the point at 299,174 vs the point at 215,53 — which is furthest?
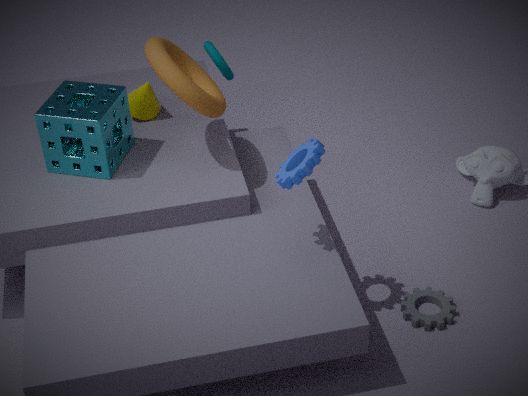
the point at 215,53
